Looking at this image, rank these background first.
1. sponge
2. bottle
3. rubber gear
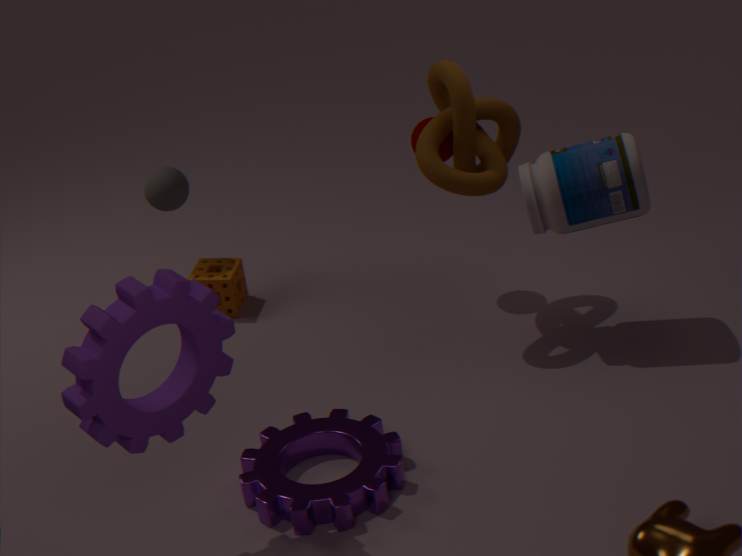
1. sponge
2. bottle
3. rubber gear
